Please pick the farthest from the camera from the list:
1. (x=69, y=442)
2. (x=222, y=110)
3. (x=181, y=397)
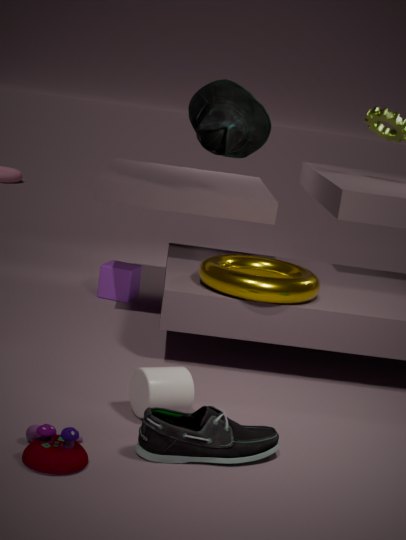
(x=222, y=110)
